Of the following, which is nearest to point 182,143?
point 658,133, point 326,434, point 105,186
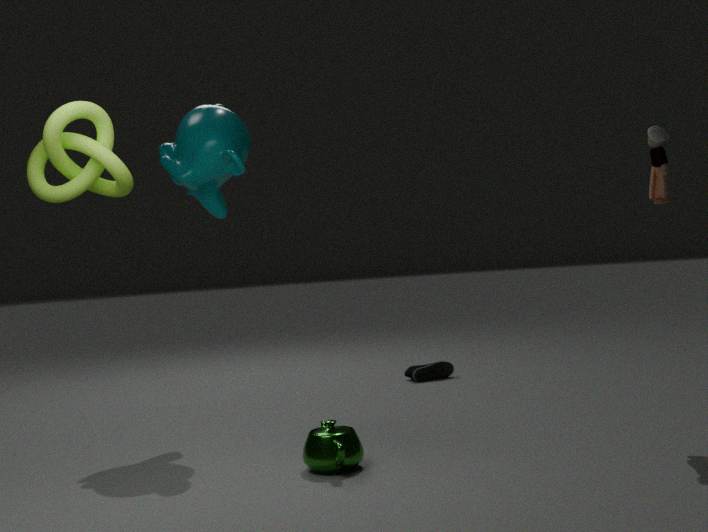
point 105,186
